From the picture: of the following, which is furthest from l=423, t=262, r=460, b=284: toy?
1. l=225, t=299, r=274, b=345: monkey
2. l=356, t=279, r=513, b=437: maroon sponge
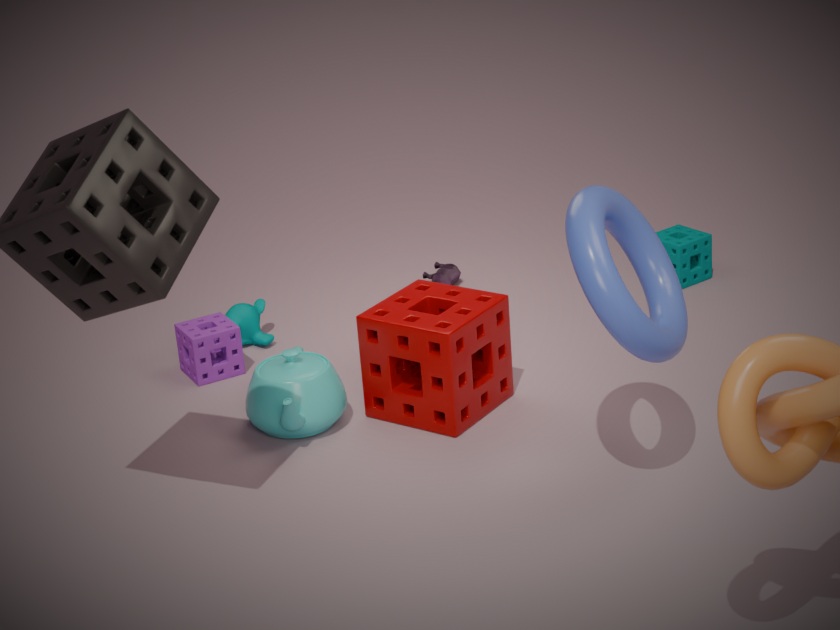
l=356, t=279, r=513, b=437: maroon sponge
